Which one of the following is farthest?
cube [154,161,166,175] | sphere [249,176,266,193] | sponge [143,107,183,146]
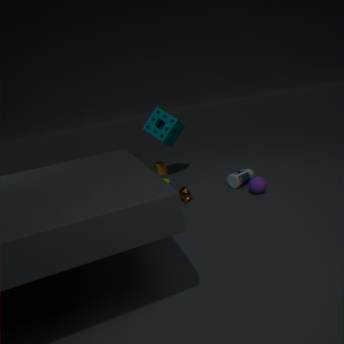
cube [154,161,166,175]
